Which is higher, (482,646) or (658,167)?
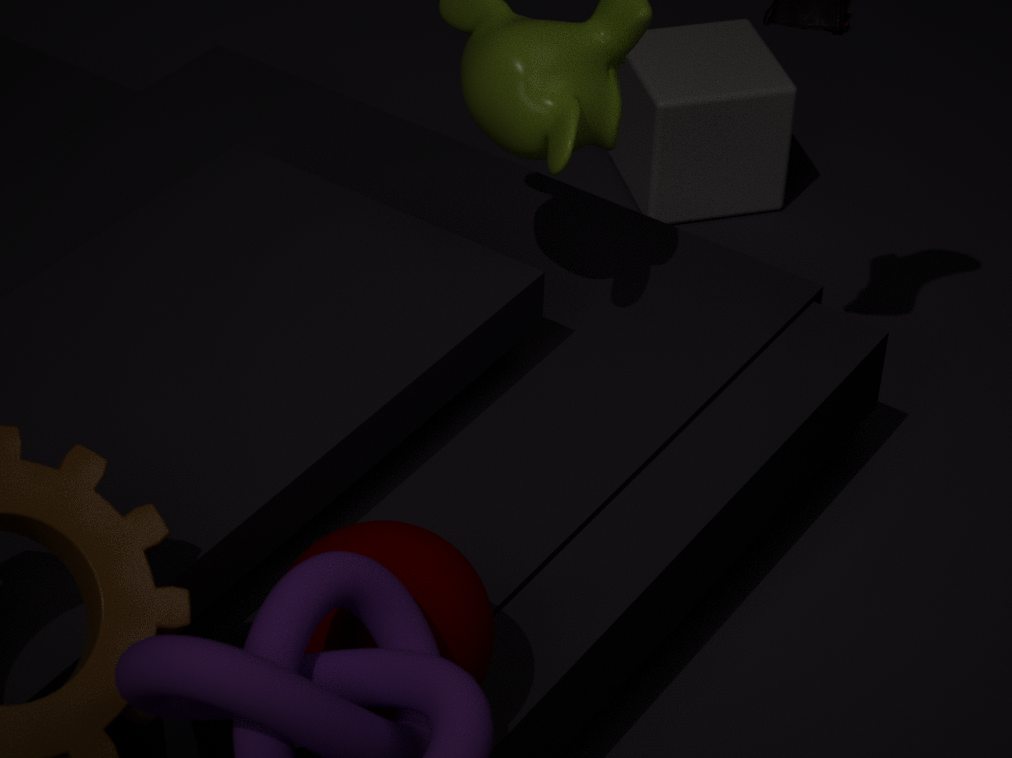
(482,646)
